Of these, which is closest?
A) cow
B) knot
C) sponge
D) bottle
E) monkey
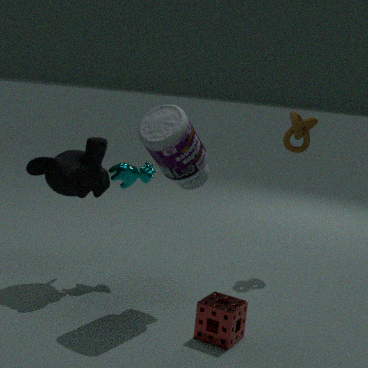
sponge
